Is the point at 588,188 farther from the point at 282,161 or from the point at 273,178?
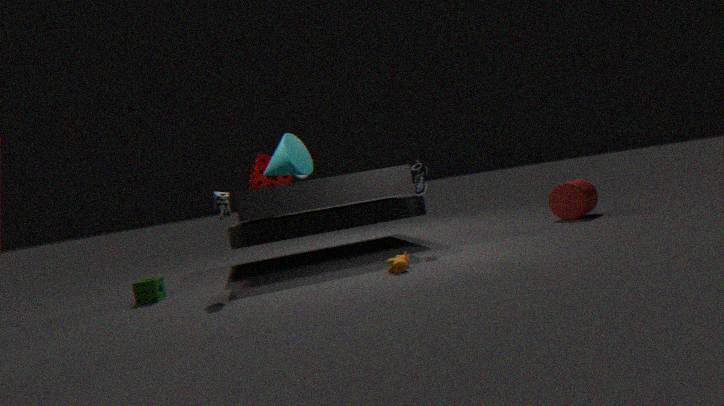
the point at 273,178
